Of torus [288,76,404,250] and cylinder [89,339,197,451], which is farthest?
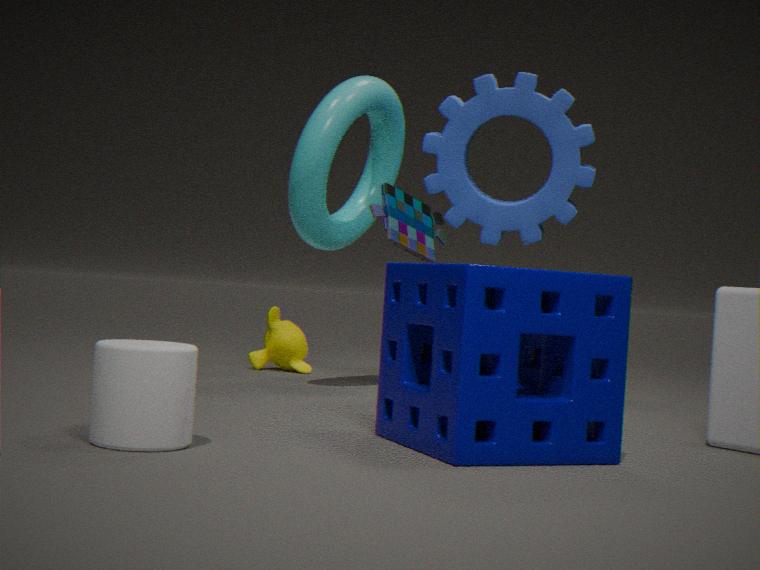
torus [288,76,404,250]
